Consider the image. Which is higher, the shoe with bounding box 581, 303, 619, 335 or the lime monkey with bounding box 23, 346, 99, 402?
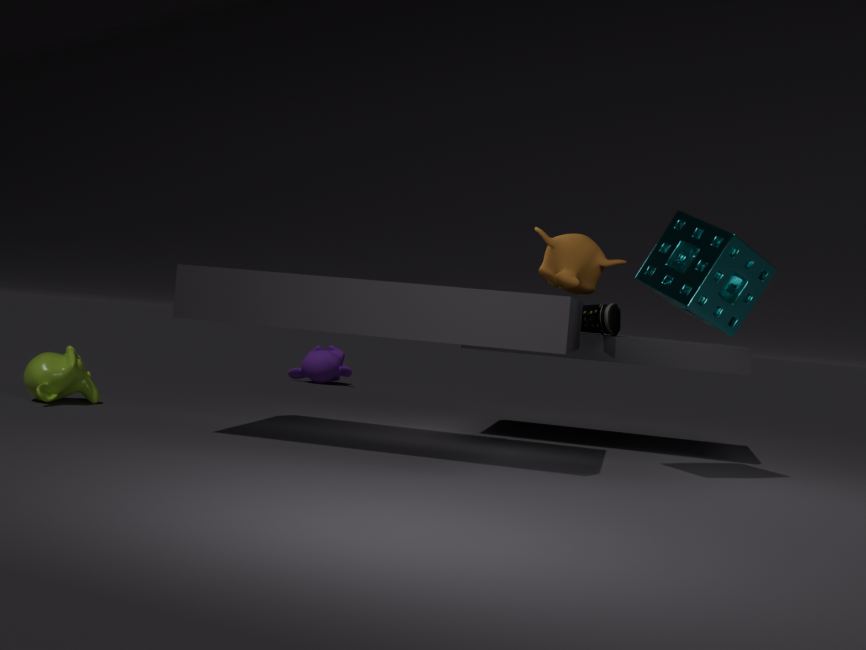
the shoe with bounding box 581, 303, 619, 335
